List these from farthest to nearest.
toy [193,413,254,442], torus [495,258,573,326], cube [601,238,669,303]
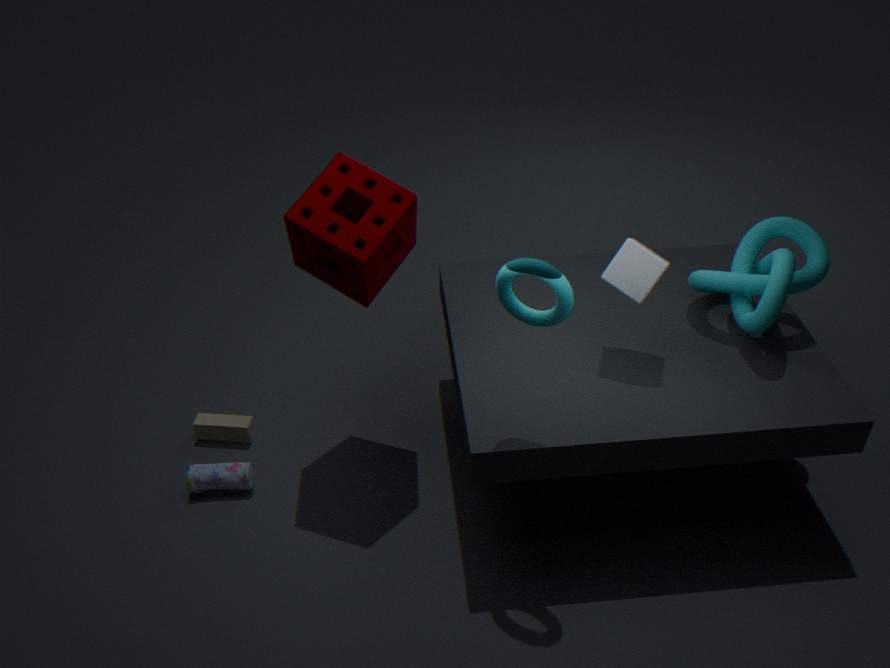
toy [193,413,254,442]
cube [601,238,669,303]
torus [495,258,573,326]
